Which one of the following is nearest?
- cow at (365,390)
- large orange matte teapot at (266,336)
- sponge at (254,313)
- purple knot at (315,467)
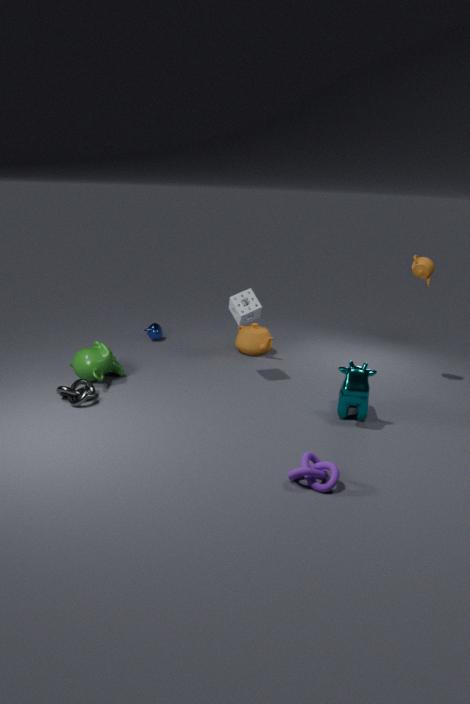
purple knot at (315,467)
